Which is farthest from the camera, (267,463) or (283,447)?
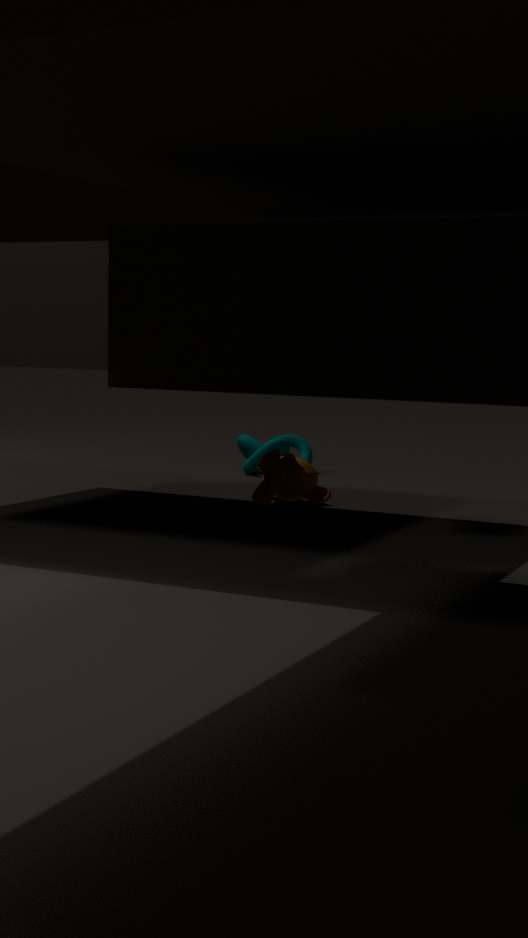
(283,447)
